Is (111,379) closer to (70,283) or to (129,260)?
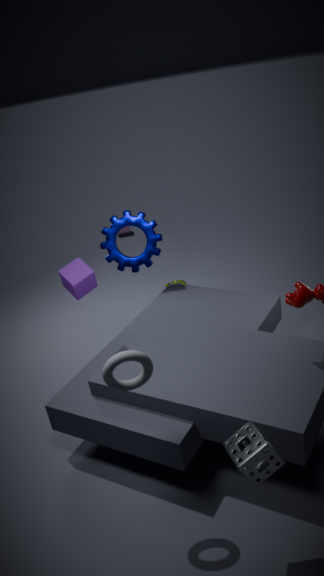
(70,283)
